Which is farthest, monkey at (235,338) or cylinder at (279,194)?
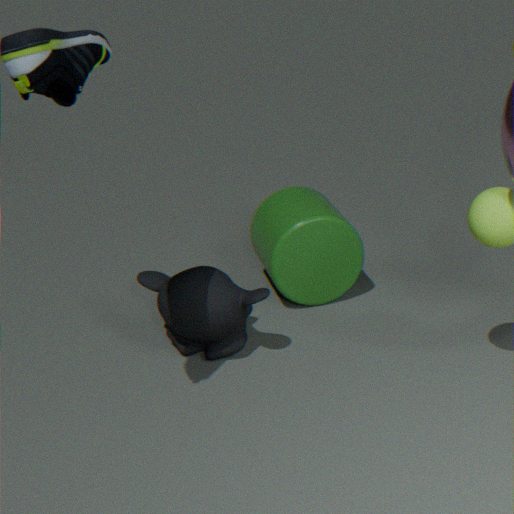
cylinder at (279,194)
